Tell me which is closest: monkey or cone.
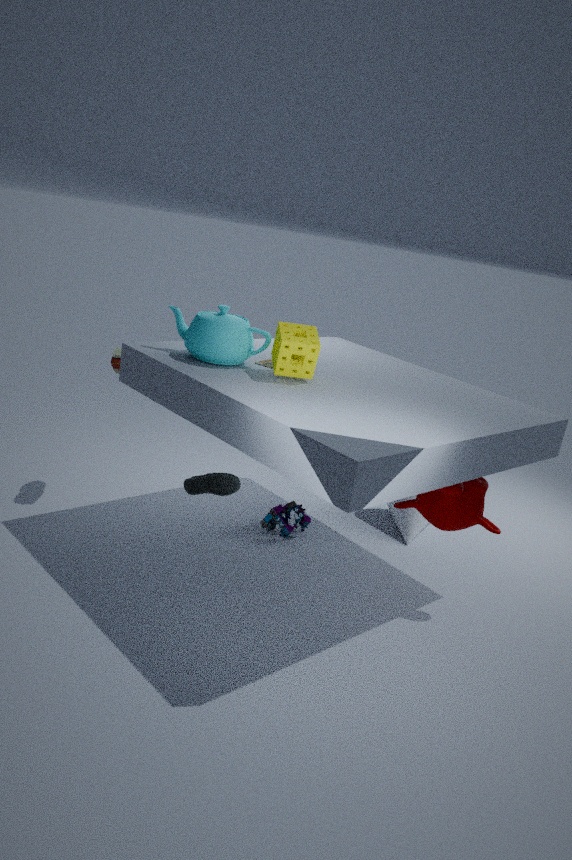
monkey
